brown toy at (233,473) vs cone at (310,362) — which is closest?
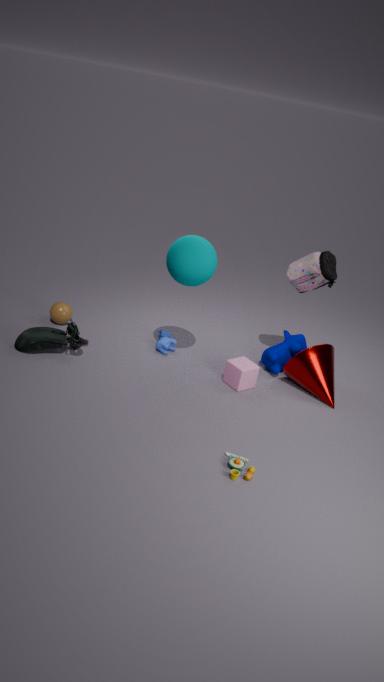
brown toy at (233,473)
